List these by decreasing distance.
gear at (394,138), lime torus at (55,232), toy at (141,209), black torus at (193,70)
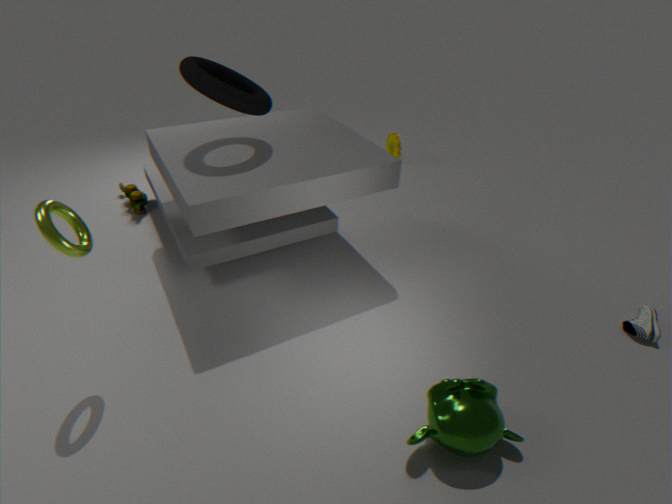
1. gear at (394,138)
2. toy at (141,209)
3. black torus at (193,70)
4. lime torus at (55,232)
